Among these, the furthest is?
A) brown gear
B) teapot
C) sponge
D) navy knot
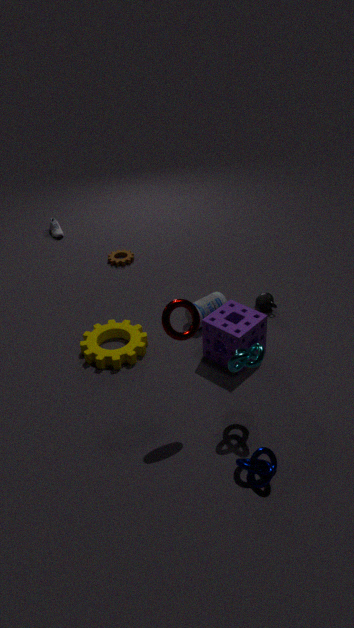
brown gear
